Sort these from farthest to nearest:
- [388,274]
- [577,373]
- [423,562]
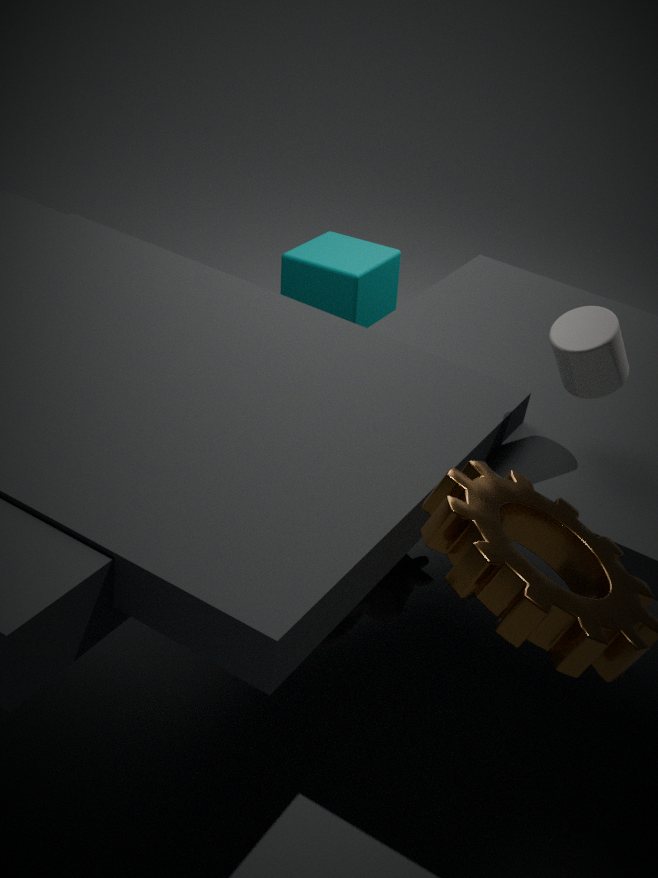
1. [388,274]
2. [423,562]
3. [577,373]
